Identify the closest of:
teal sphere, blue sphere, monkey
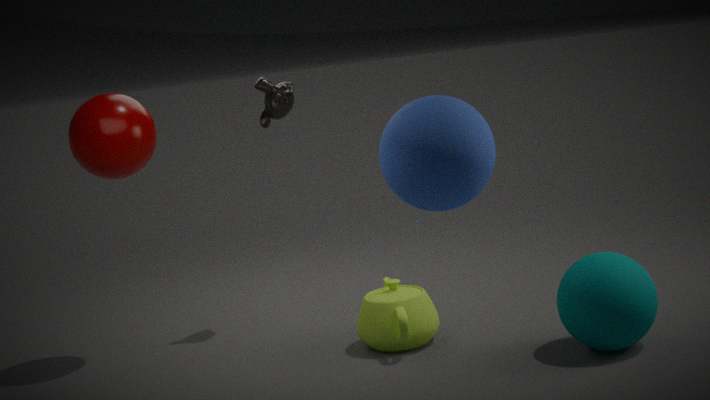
blue sphere
